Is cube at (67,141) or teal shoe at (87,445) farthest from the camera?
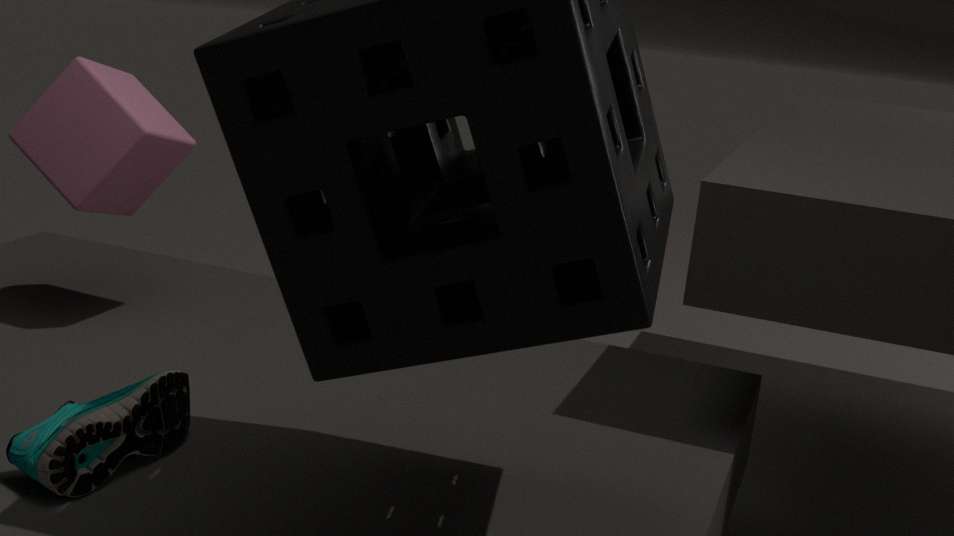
cube at (67,141)
